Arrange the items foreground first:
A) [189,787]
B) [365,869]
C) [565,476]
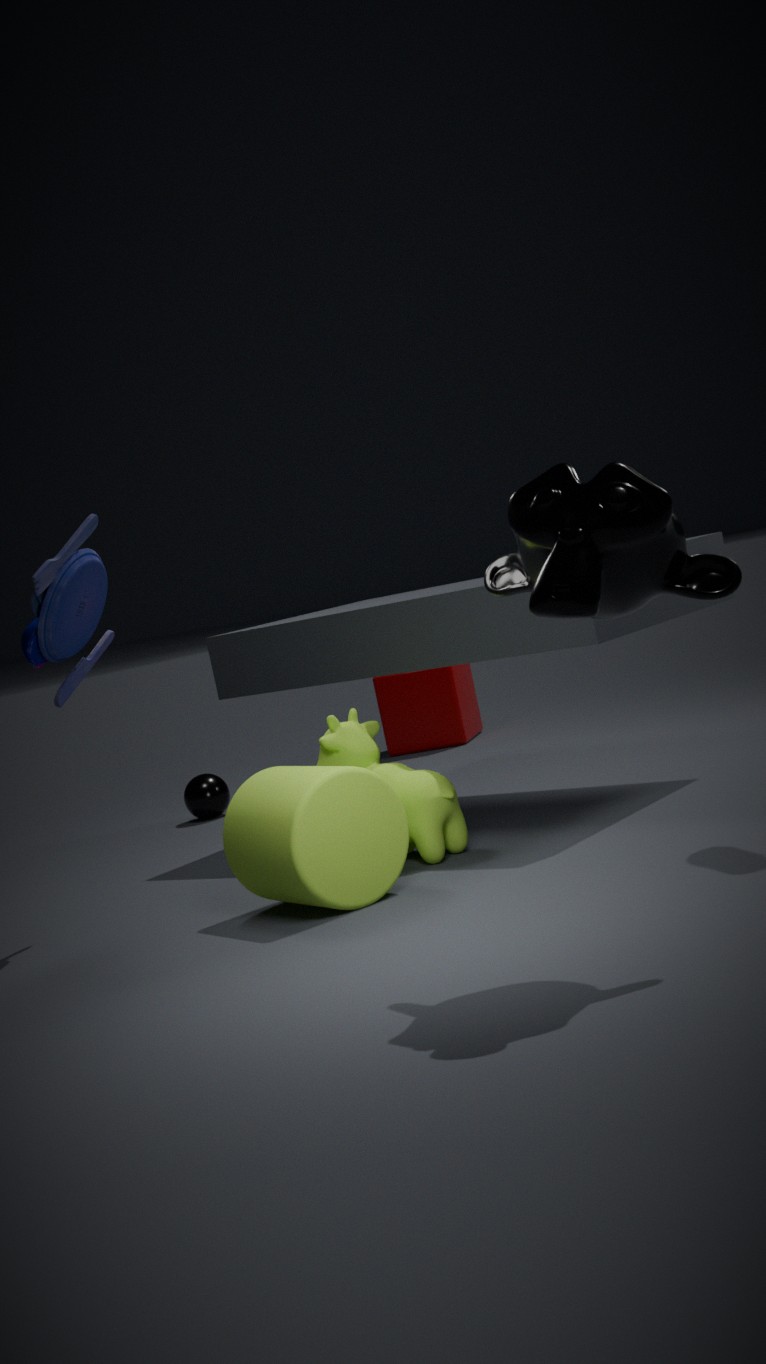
[565,476]
[365,869]
[189,787]
